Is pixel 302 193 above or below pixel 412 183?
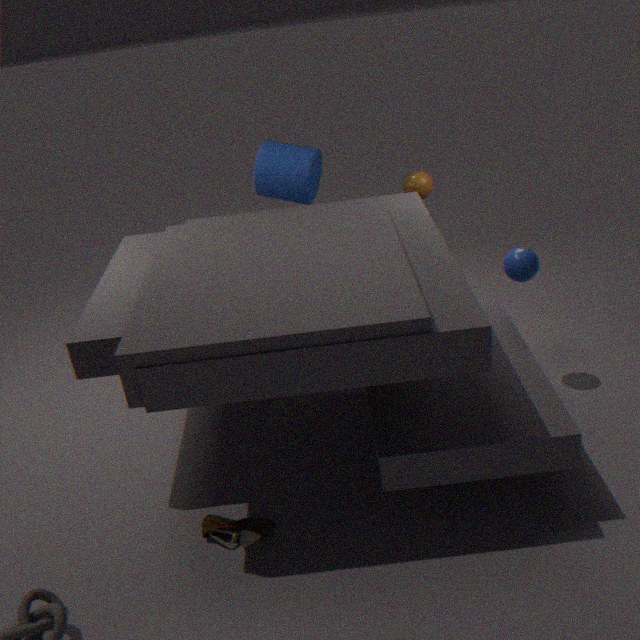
above
